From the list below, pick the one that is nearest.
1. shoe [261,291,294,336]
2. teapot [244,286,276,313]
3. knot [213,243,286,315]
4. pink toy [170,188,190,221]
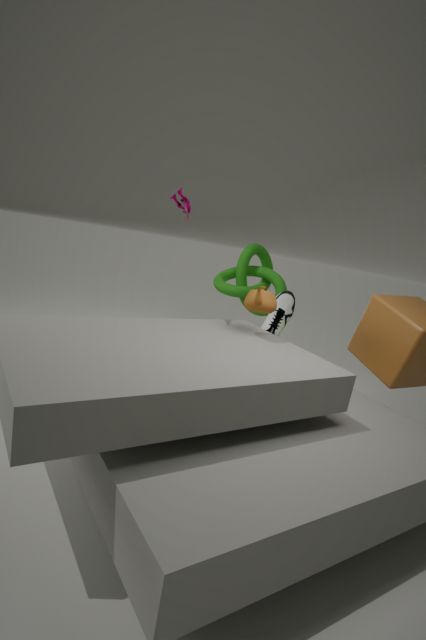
teapot [244,286,276,313]
